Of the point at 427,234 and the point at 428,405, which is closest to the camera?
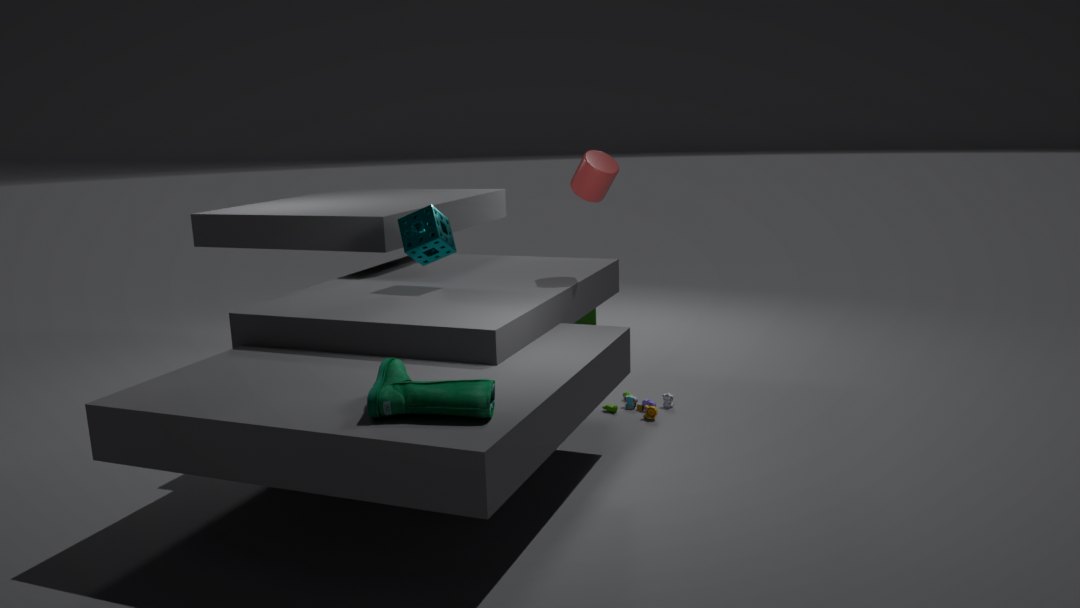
the point at 428,405
